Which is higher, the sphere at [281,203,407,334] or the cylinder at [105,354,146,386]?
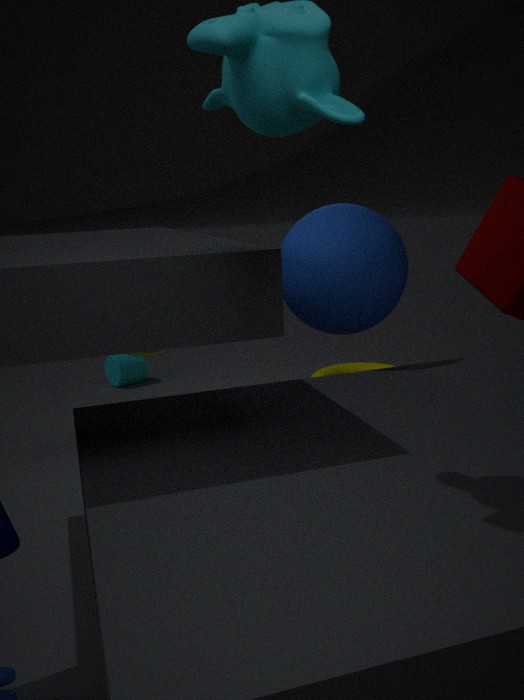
the sphere at [281,203,407,334]
